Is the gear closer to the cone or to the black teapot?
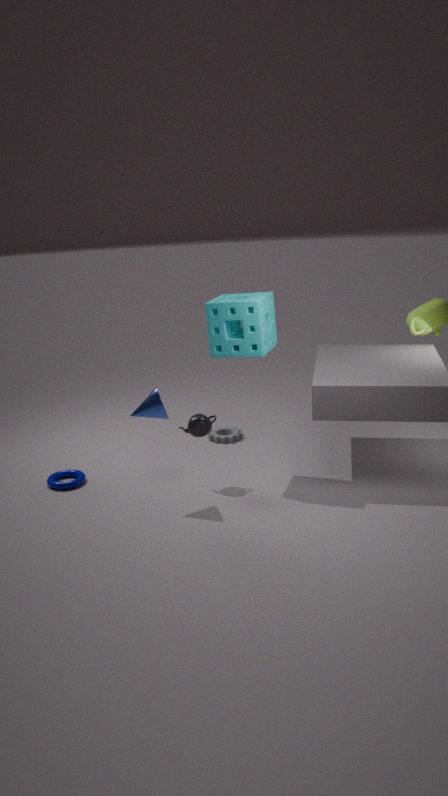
the black teapot
